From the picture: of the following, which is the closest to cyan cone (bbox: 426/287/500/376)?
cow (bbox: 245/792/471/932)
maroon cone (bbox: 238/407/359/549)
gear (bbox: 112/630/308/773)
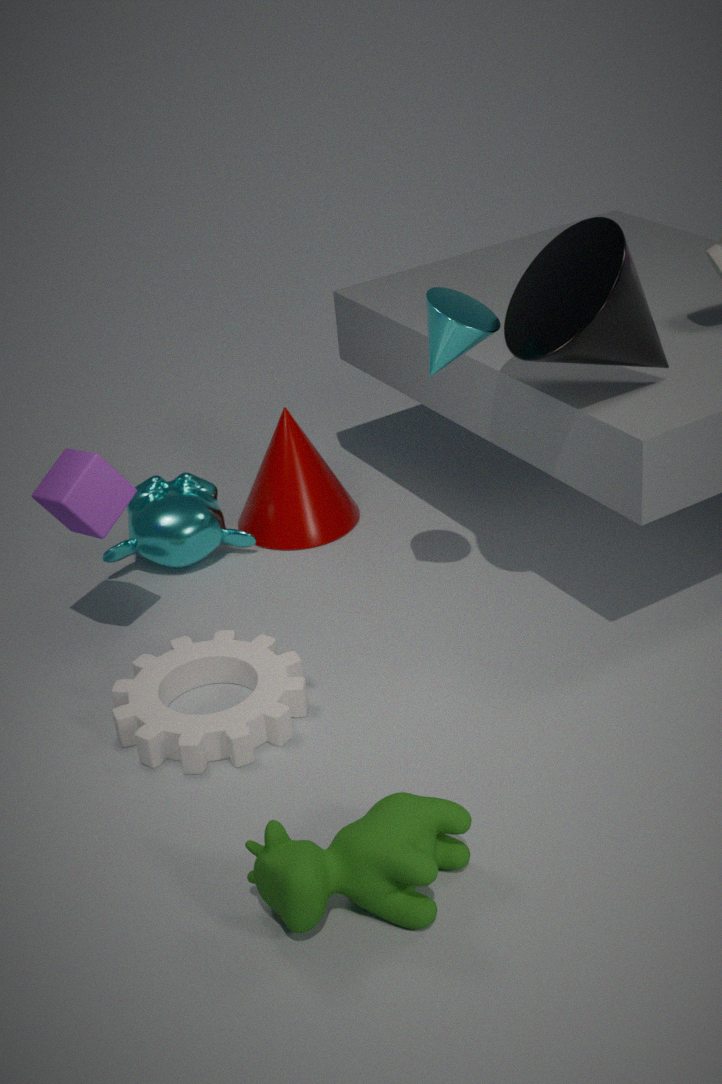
gear (bbox: 112/630/308/773)
